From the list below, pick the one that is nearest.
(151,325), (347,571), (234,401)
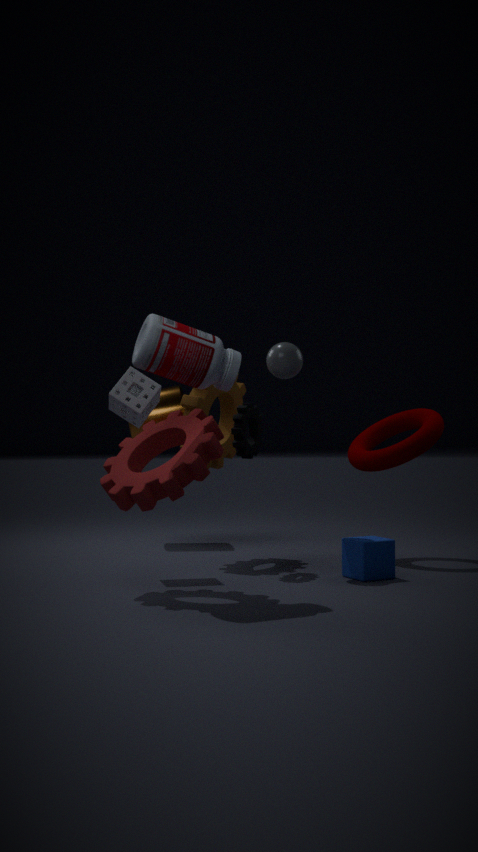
(151,325)
